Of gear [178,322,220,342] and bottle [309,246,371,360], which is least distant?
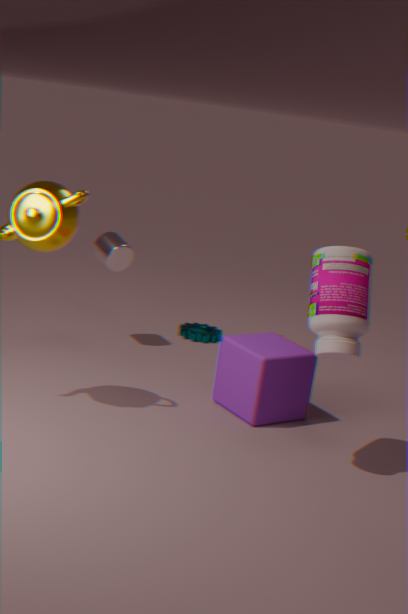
bottle [309,246,371,360]
